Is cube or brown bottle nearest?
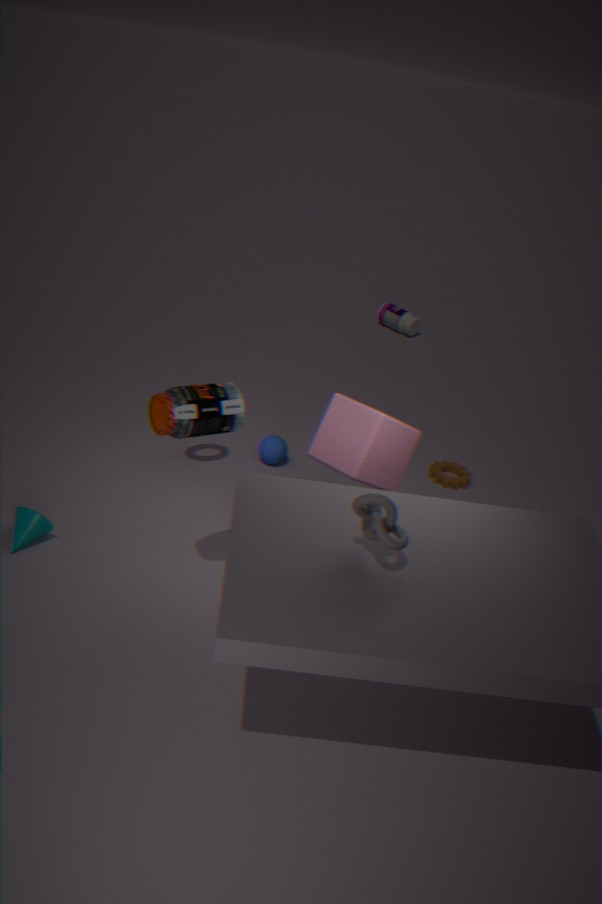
brown bottle
